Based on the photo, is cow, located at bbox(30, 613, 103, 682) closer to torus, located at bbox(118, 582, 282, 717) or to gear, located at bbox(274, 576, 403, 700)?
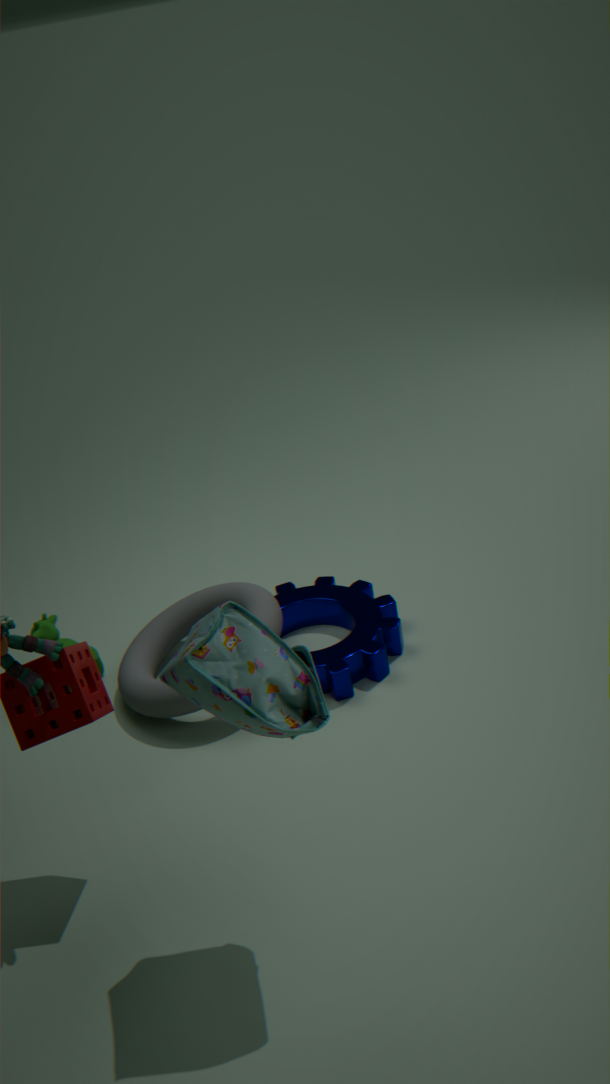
torus, located at bbox(118, 582, 282, 717)
